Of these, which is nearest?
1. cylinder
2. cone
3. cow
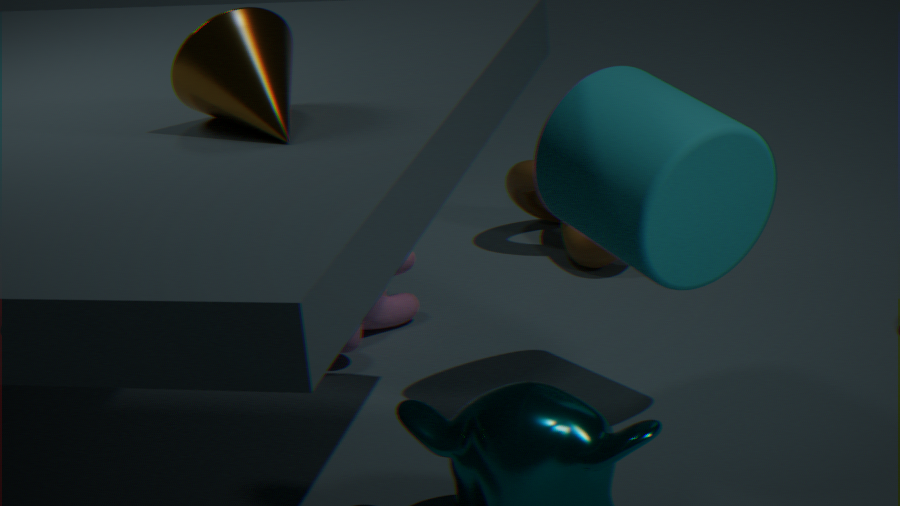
cone
